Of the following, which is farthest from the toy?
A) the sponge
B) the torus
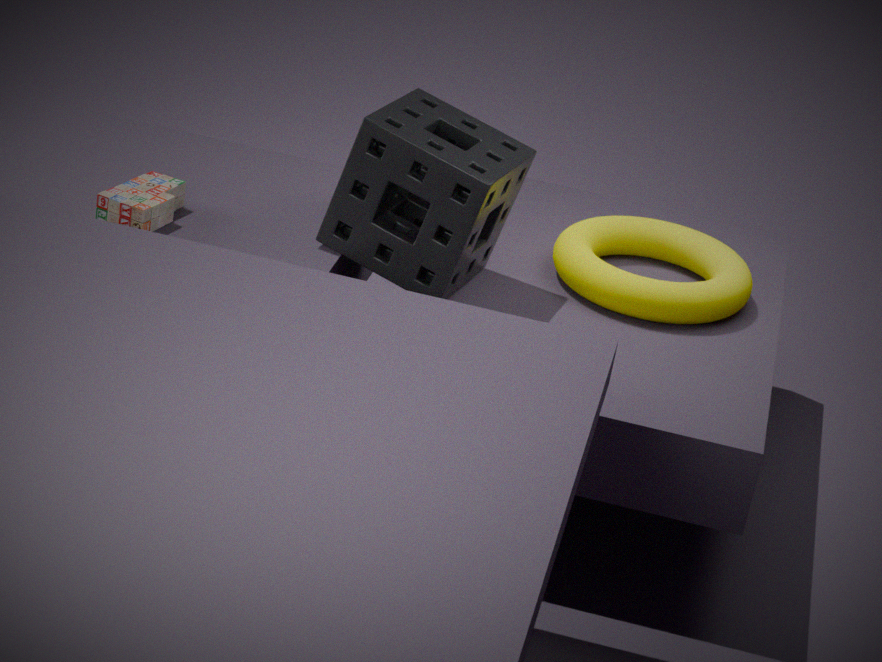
the torus
